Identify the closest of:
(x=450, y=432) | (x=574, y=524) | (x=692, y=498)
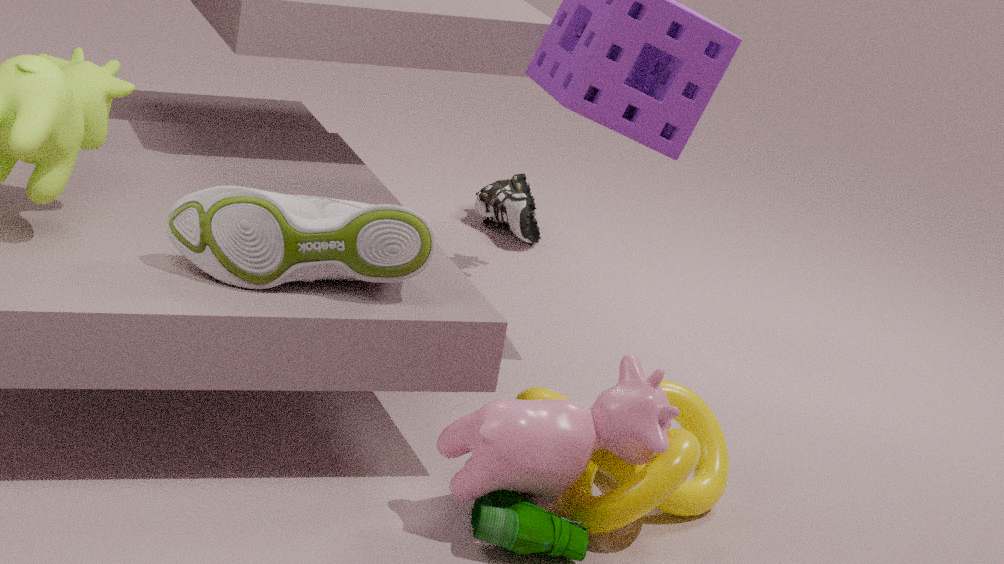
(x=574, y=524)
